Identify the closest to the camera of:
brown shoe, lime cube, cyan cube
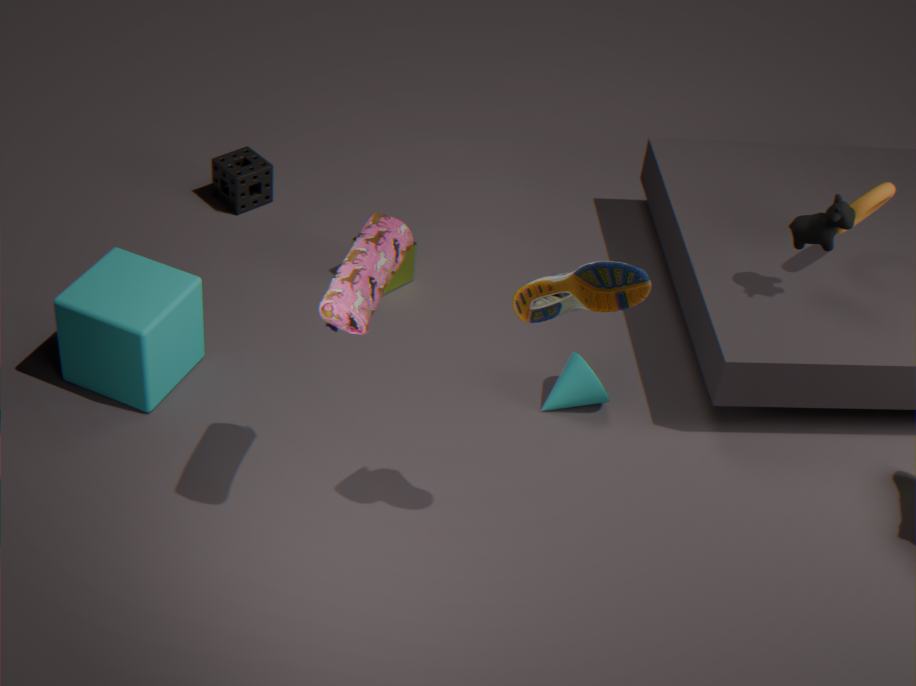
brown shoe
